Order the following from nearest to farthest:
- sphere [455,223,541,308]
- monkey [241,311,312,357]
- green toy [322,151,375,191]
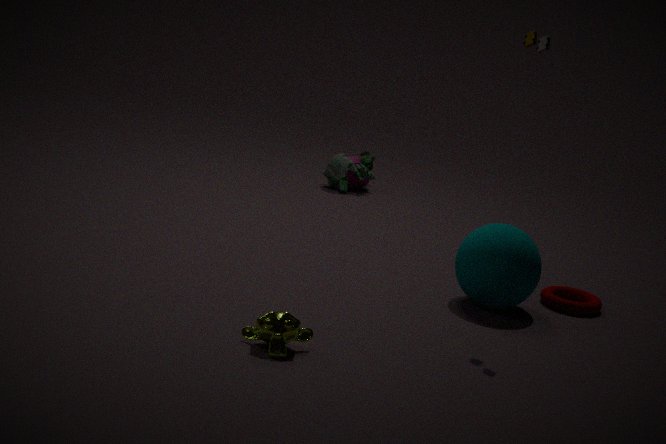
monkey [241,311,312,357] → sphere [455,223,541,308] → green toy [322,151,375,191]
